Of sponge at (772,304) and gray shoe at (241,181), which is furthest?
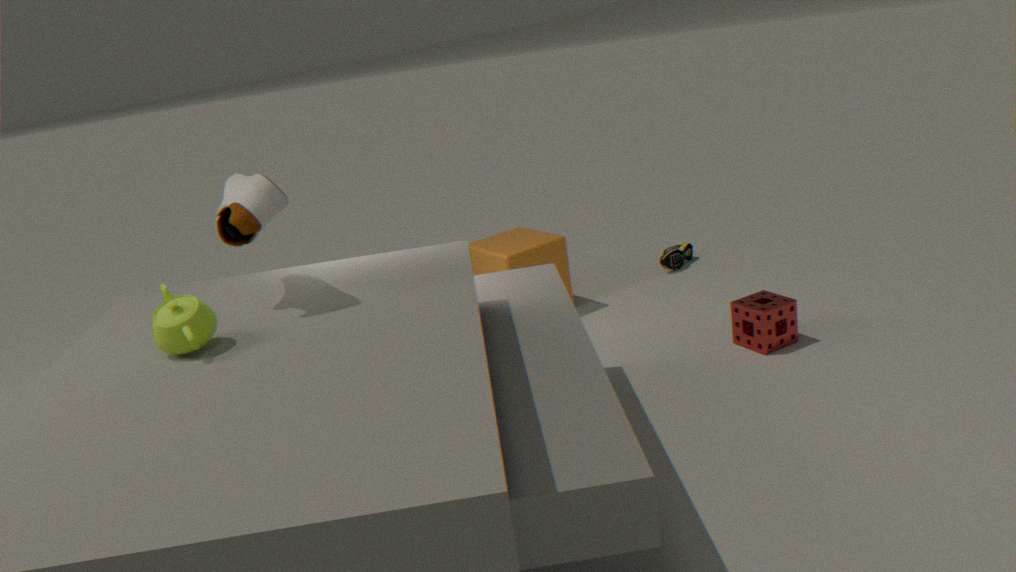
sponge at (772,304)
